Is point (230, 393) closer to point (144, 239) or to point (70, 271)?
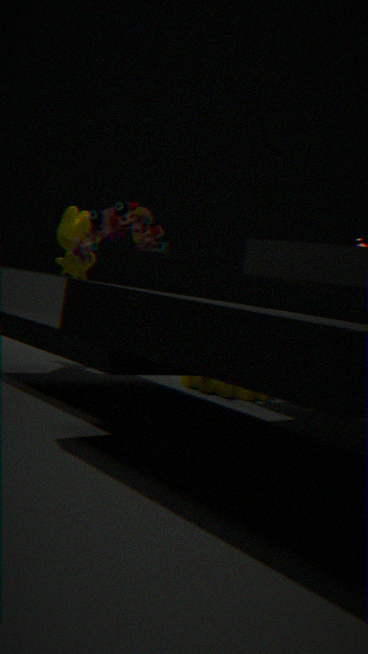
point (144, 239)
